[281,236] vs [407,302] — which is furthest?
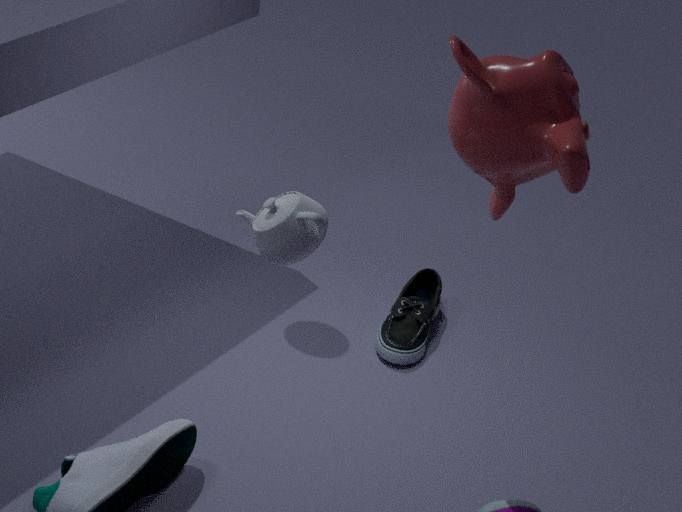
[407,302]
